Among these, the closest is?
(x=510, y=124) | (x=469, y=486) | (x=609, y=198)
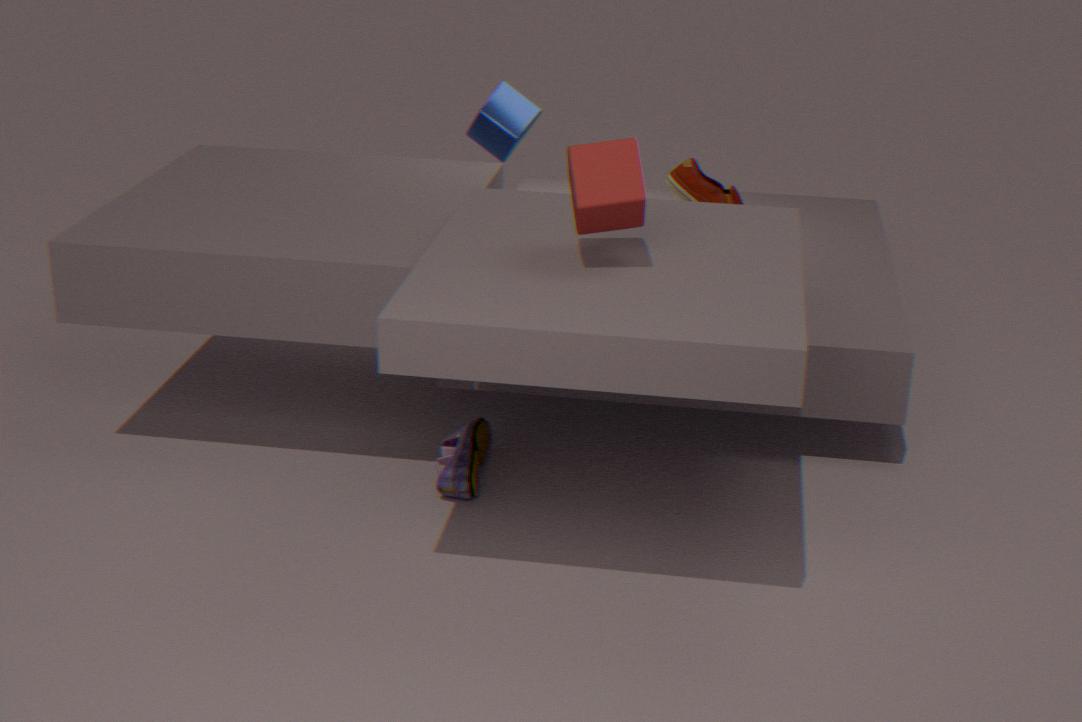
(x=609, y=198)
